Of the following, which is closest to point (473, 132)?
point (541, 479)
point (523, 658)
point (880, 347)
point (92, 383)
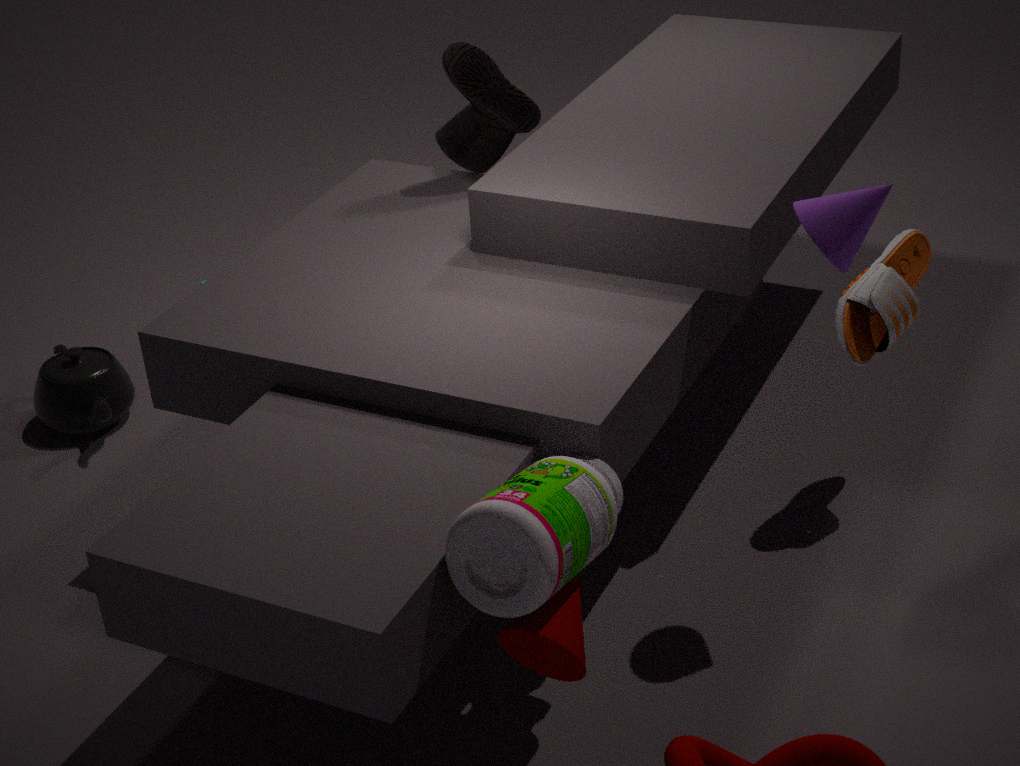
point (880, 347)
